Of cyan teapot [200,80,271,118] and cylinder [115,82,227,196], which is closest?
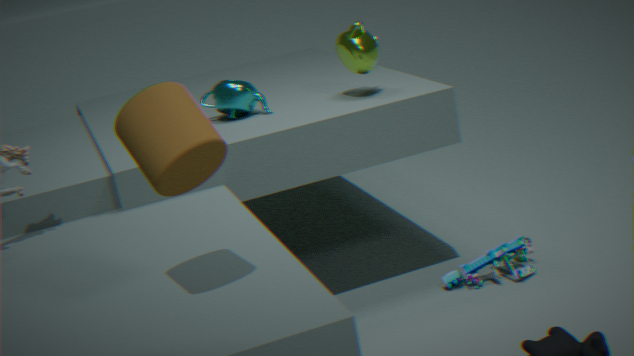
cylinder [115,82,227,196]
